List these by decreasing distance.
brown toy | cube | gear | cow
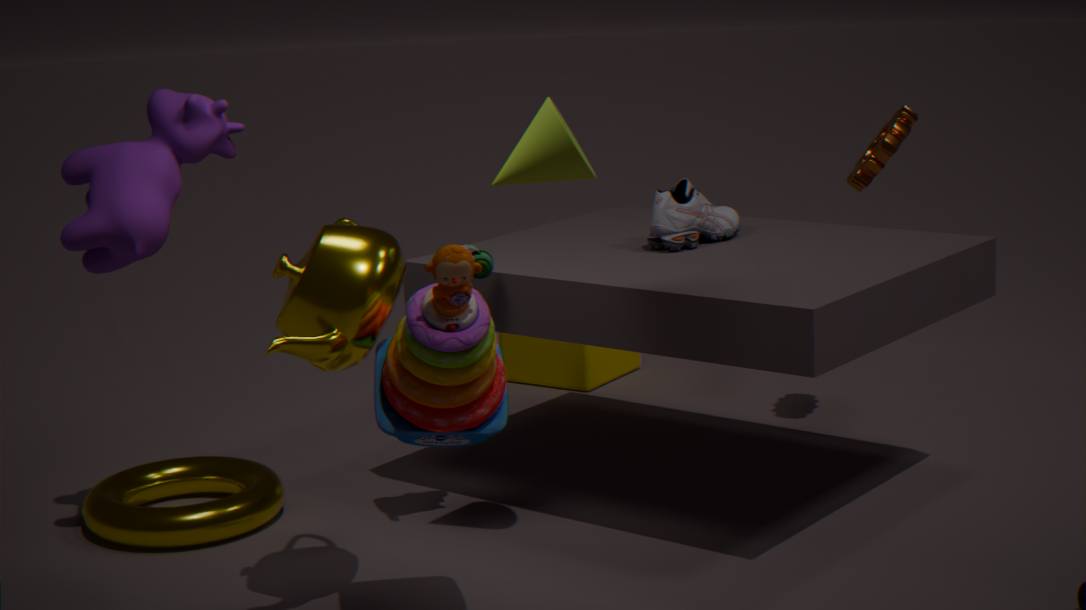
cube
gear
cow
brown toy
